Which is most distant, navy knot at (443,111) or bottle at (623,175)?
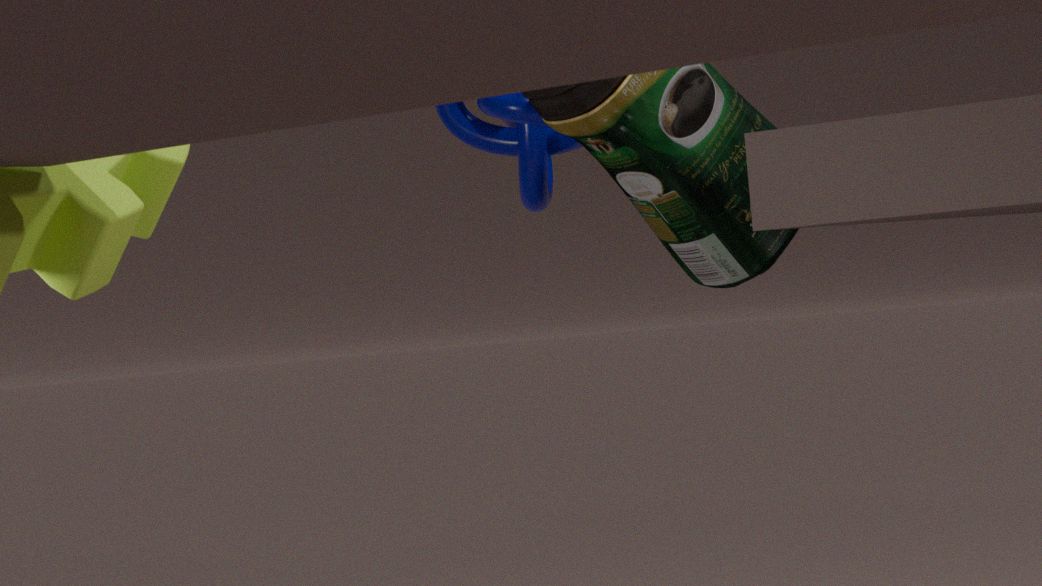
navy knot at (443,111)
